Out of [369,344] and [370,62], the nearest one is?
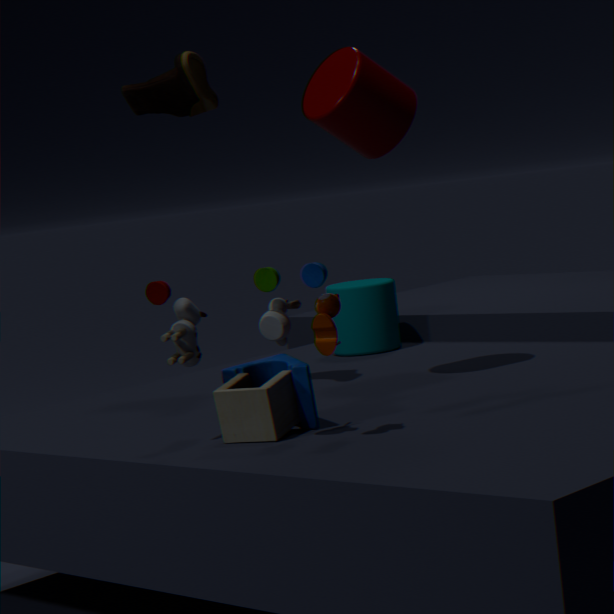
[370,62]
